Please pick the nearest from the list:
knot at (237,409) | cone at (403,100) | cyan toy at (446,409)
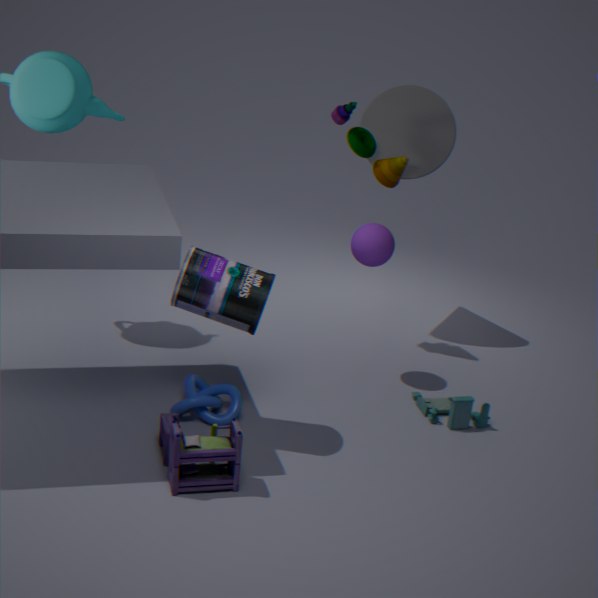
knot at (237,409)
